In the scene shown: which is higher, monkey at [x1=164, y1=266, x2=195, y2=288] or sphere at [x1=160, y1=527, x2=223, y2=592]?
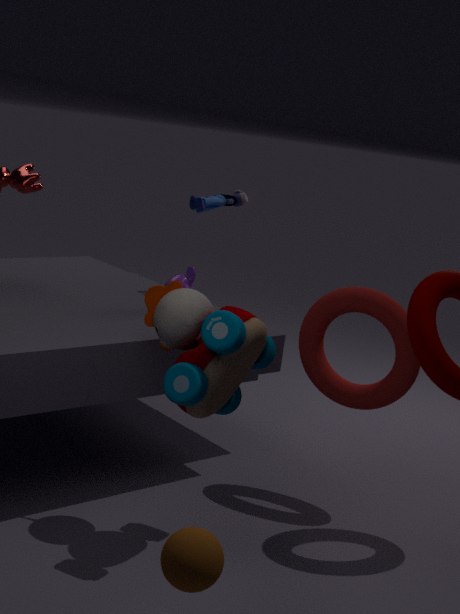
monkey at [x1=164, y1=266, x2=195, y2=288]
